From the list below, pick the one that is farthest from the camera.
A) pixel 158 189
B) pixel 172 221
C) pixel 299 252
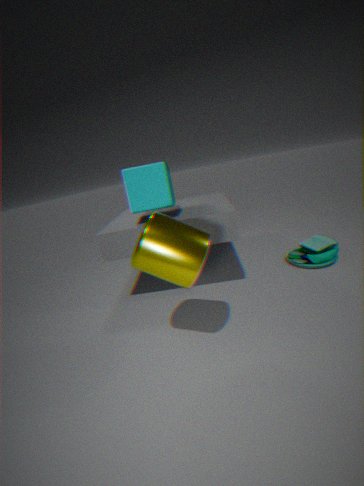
pixel 299 252
